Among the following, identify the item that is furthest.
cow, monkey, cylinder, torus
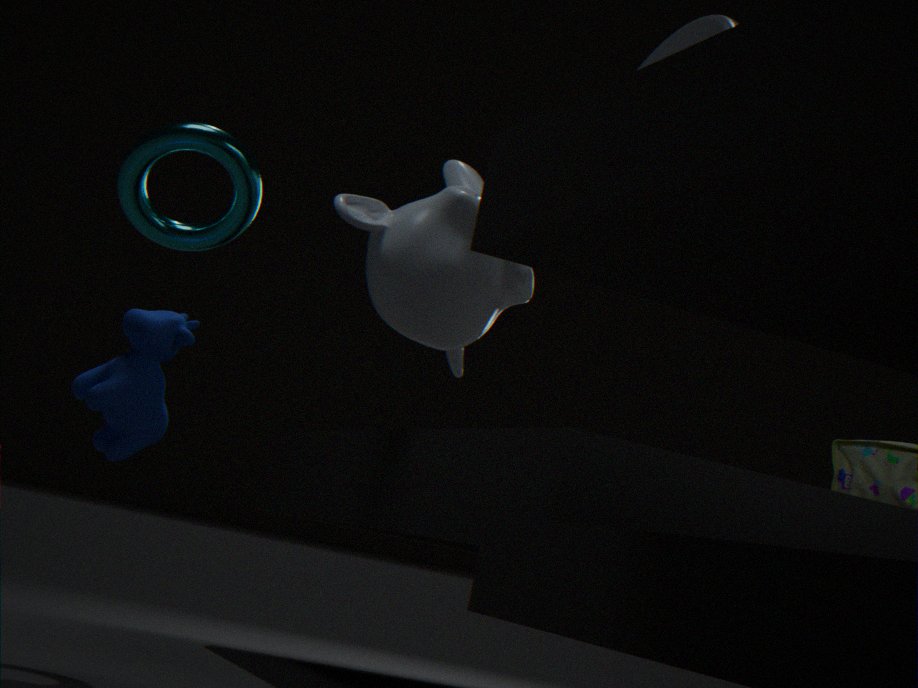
monkey
